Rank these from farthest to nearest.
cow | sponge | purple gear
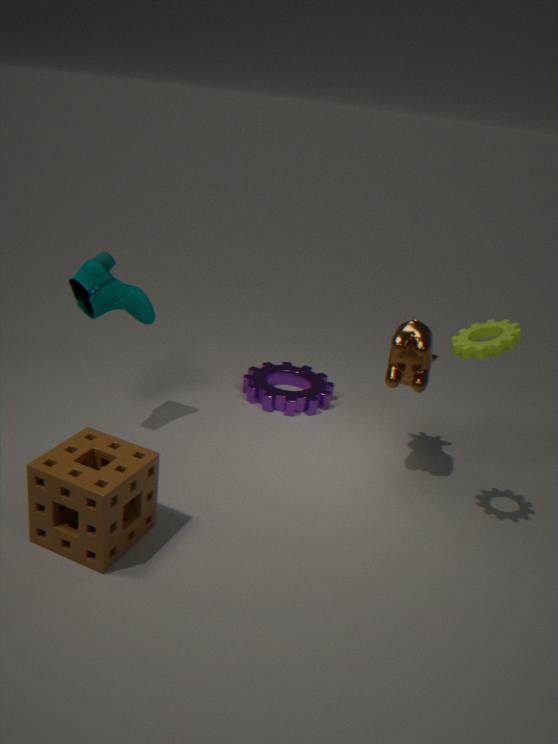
purple gear
cow
sponge
